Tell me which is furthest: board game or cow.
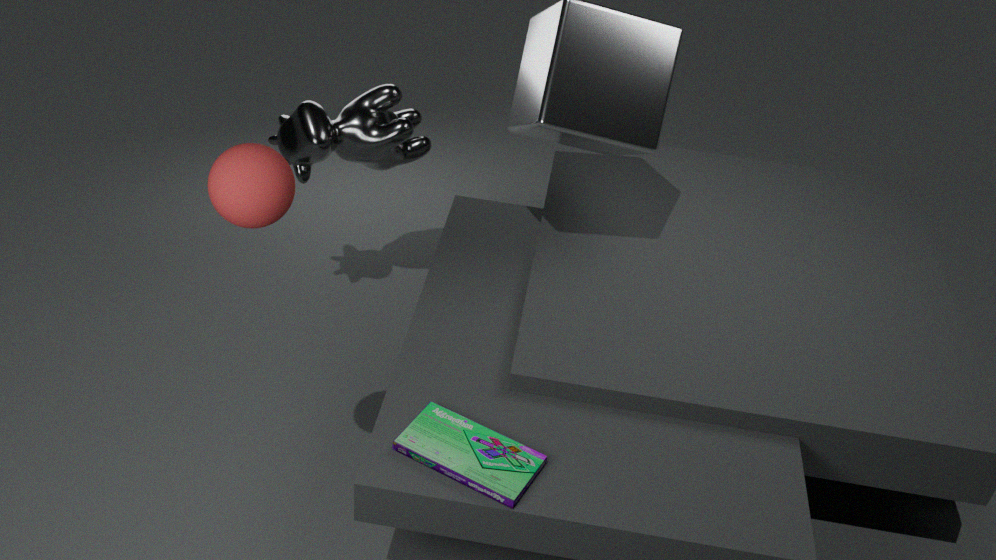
cow
